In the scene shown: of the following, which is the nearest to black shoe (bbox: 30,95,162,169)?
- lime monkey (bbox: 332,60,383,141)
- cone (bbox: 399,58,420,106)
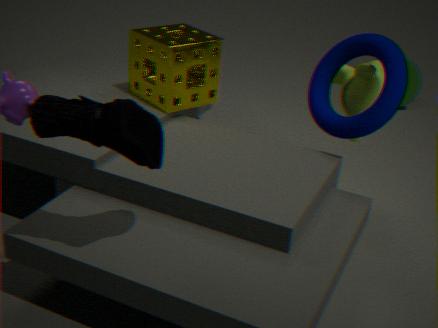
lime monkey (bbox: 332,60,383,141)
